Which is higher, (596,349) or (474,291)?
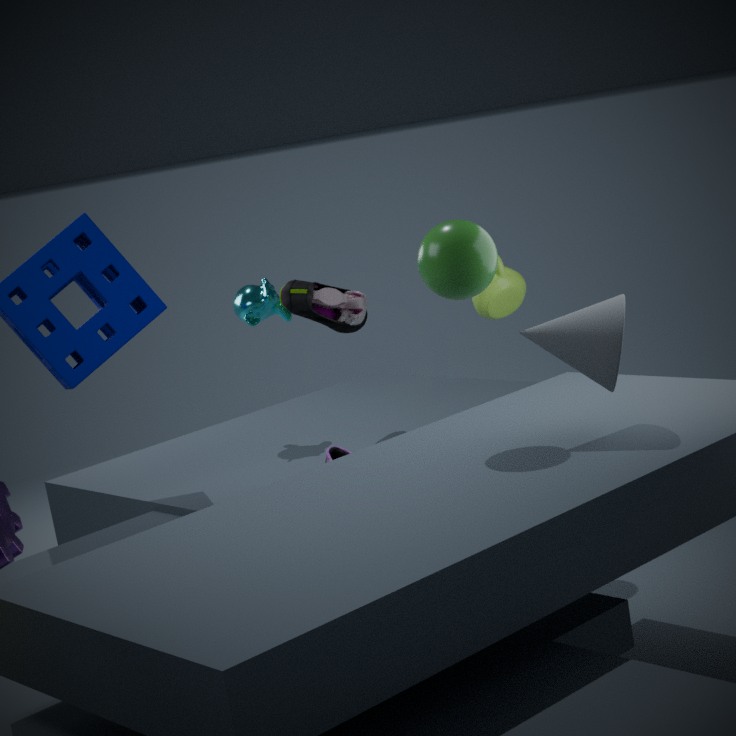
(474,291)
